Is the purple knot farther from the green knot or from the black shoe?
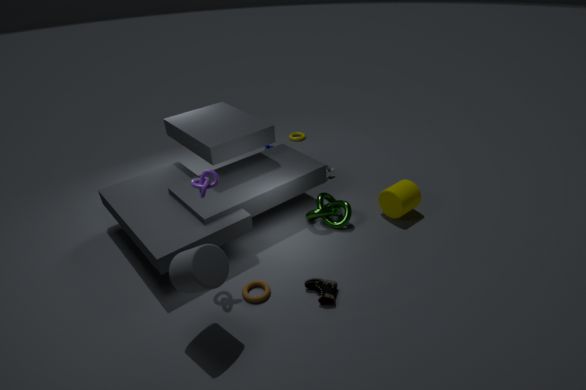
the green knot
